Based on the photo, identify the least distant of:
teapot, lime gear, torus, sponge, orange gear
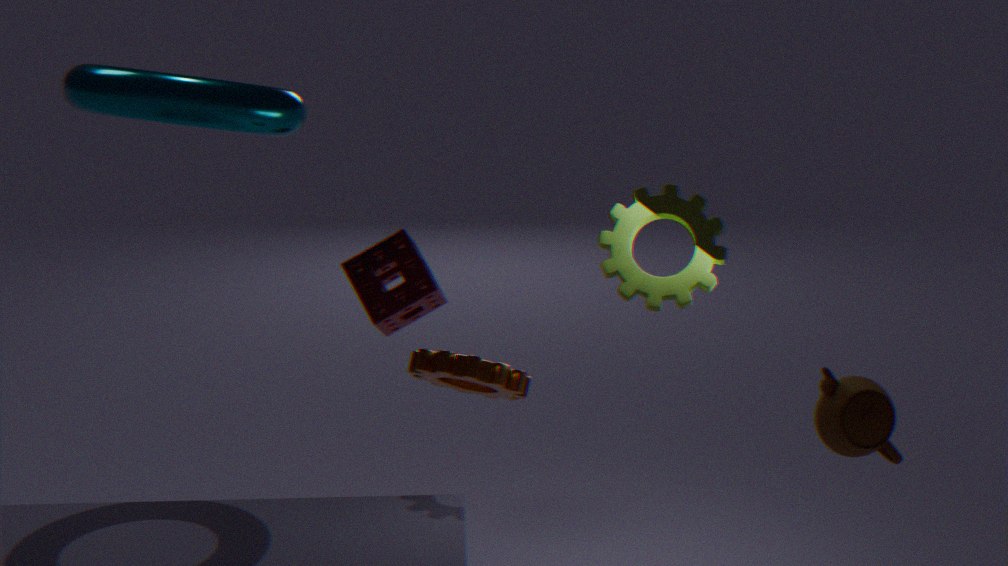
teapot
